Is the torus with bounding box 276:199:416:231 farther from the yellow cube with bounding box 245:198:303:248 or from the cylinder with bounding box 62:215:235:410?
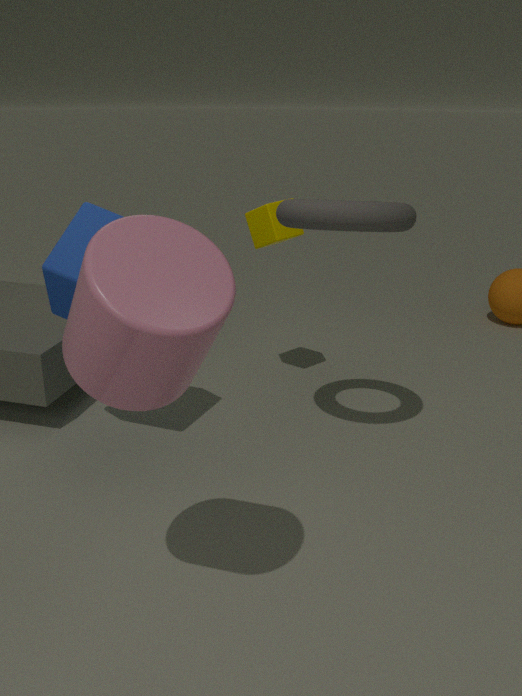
the cylinder with bounding box 62:215:235:410
